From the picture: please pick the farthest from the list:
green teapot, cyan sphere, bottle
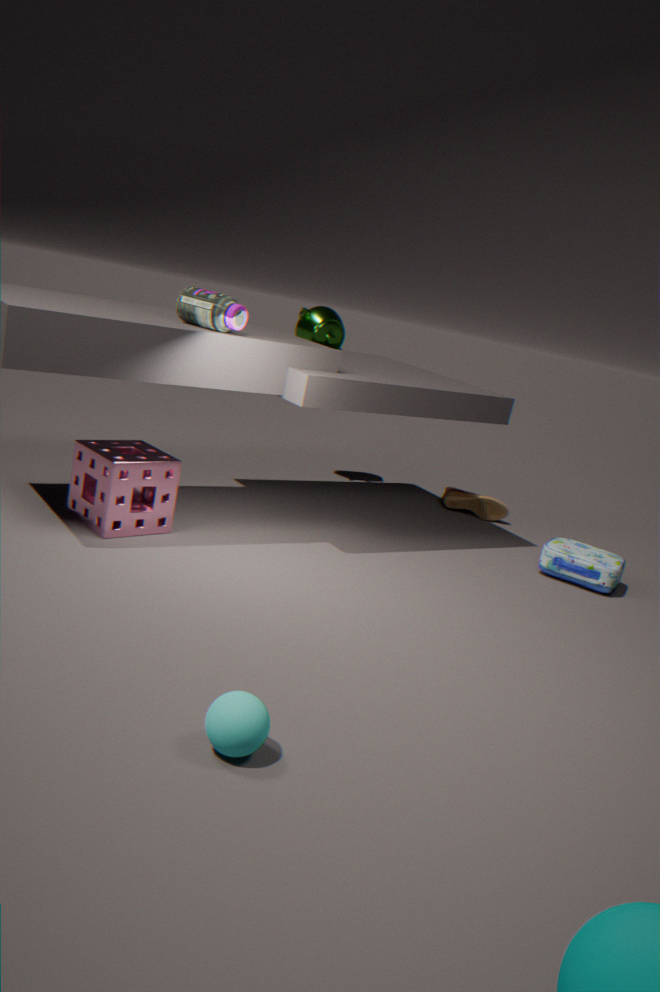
green teapot
